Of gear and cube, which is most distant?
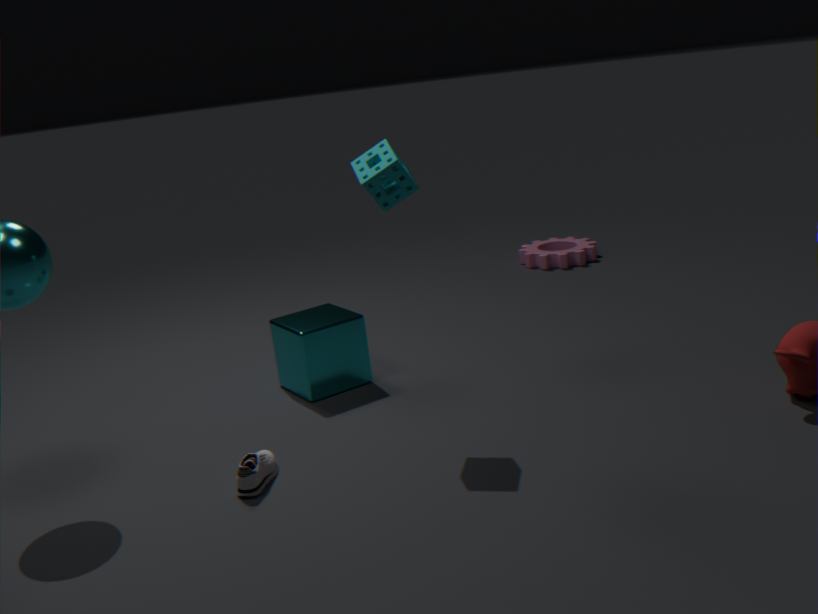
gear
